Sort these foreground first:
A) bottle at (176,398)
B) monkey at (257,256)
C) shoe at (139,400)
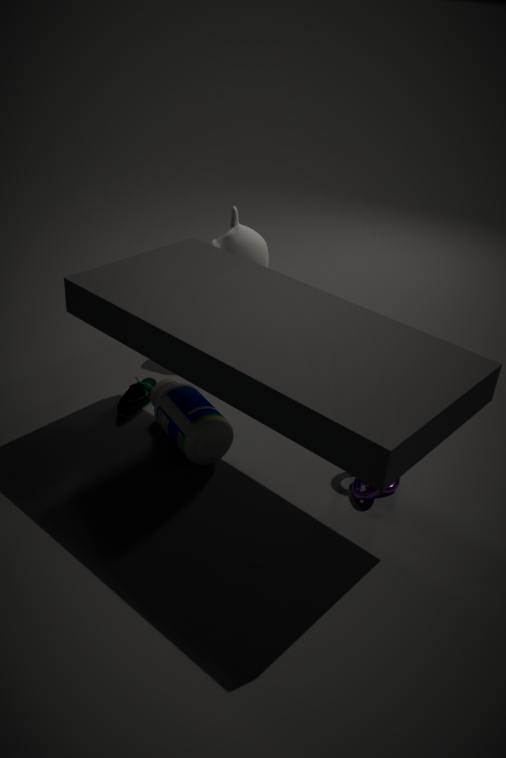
bottle at (176,398), shoe at (139,400), monkey at (257,256)
